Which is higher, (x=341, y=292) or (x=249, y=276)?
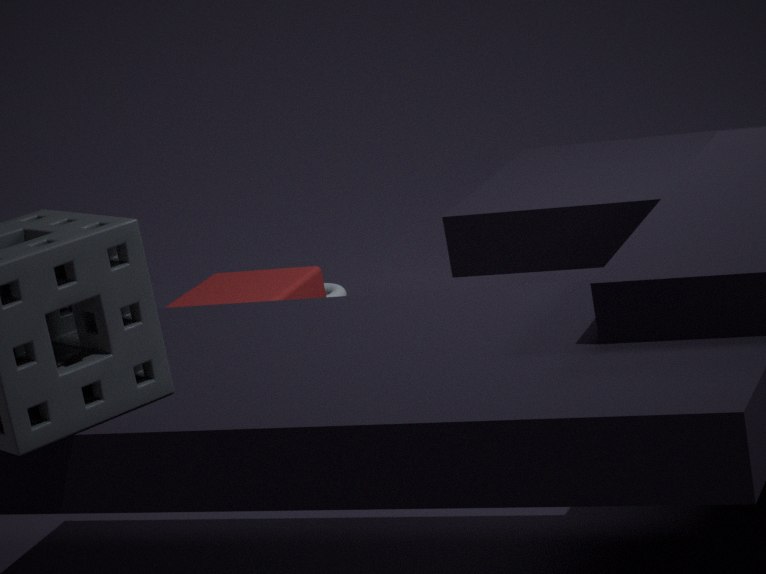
(x=249, y=276)
